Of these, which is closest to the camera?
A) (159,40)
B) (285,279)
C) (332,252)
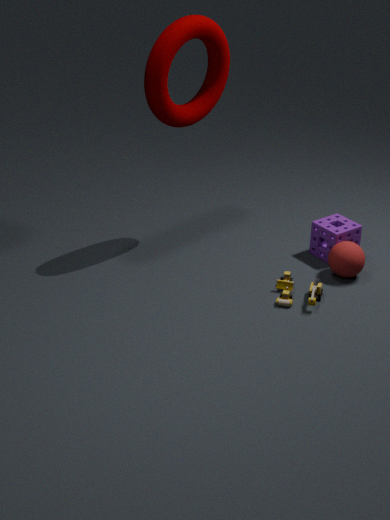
(159,40)
